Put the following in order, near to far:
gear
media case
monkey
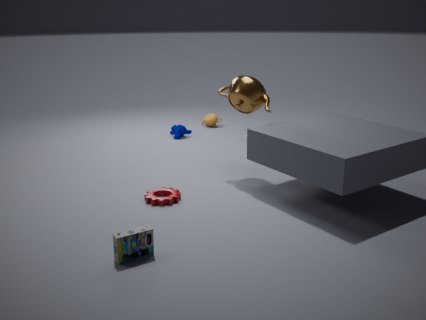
media case, gear, monkey
